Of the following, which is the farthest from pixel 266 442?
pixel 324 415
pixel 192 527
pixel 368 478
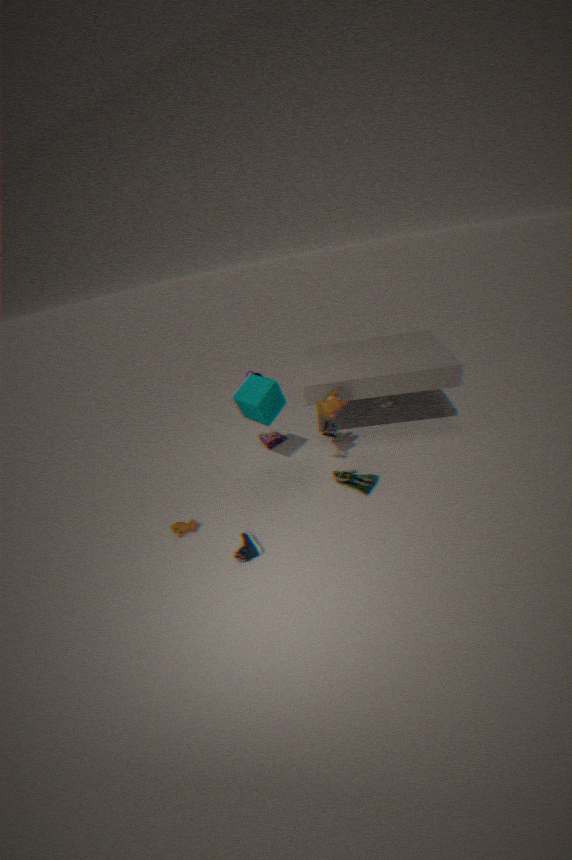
pixel 192 527
